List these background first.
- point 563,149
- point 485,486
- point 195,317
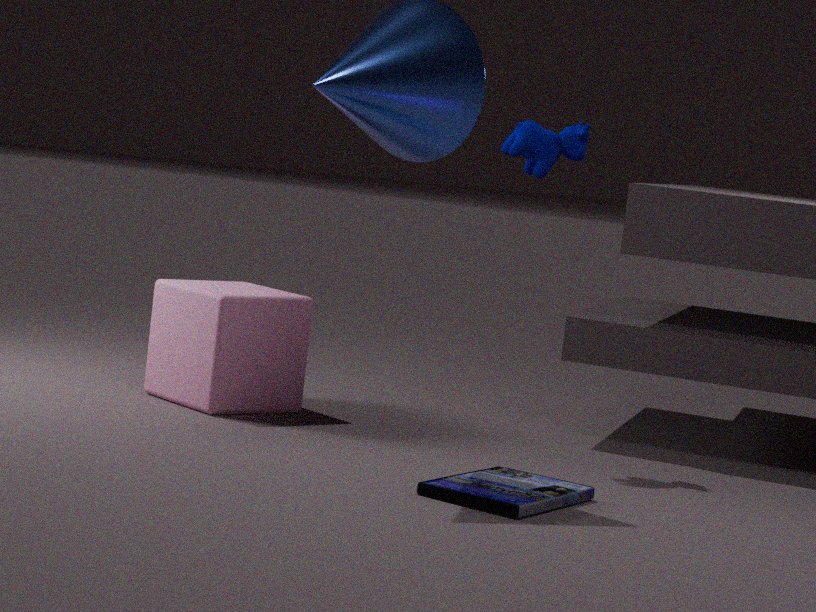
point 195,317
point 563,149
point 485,486
